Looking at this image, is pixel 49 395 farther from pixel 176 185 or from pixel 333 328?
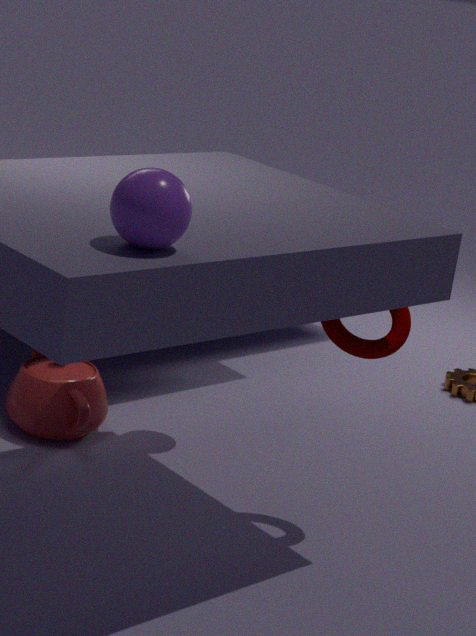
pixel 176 185
